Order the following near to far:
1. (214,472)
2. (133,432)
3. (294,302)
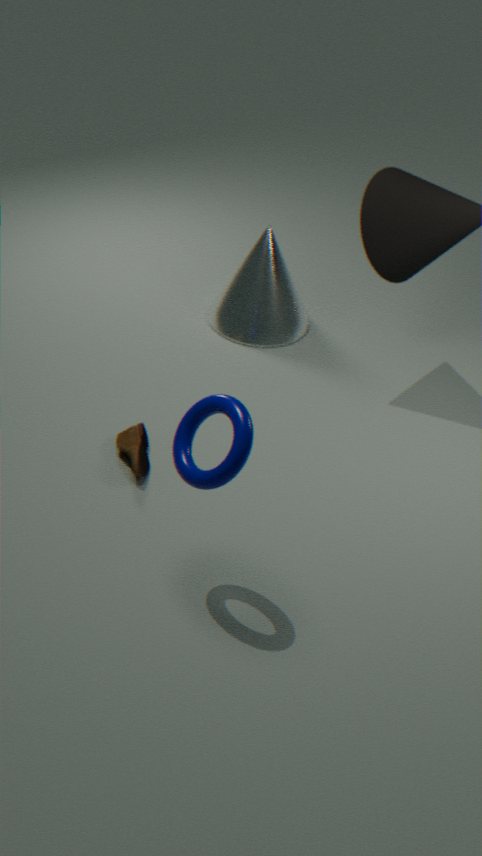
(214,472) → (133,432) → (294,302)
